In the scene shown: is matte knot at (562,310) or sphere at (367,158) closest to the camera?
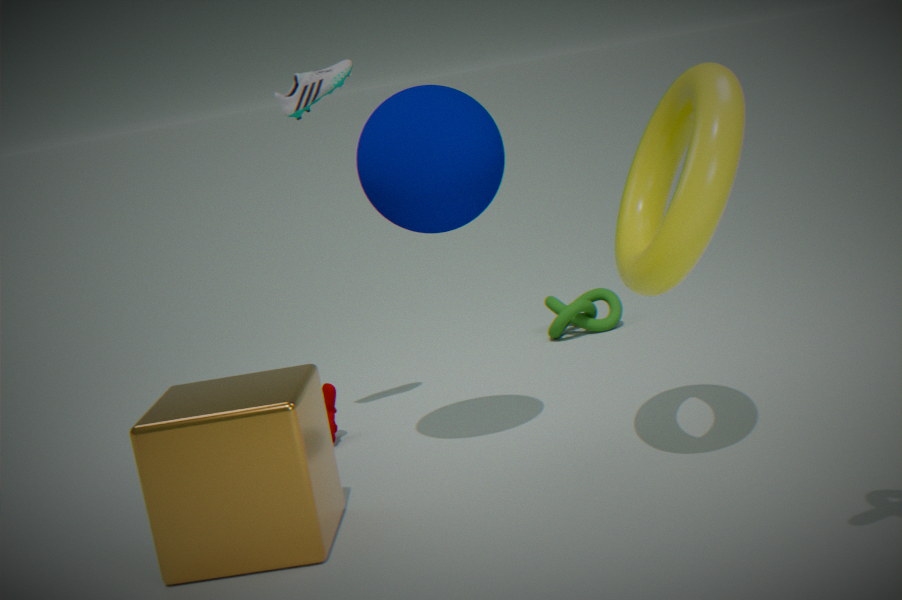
sphere at (367,158)
